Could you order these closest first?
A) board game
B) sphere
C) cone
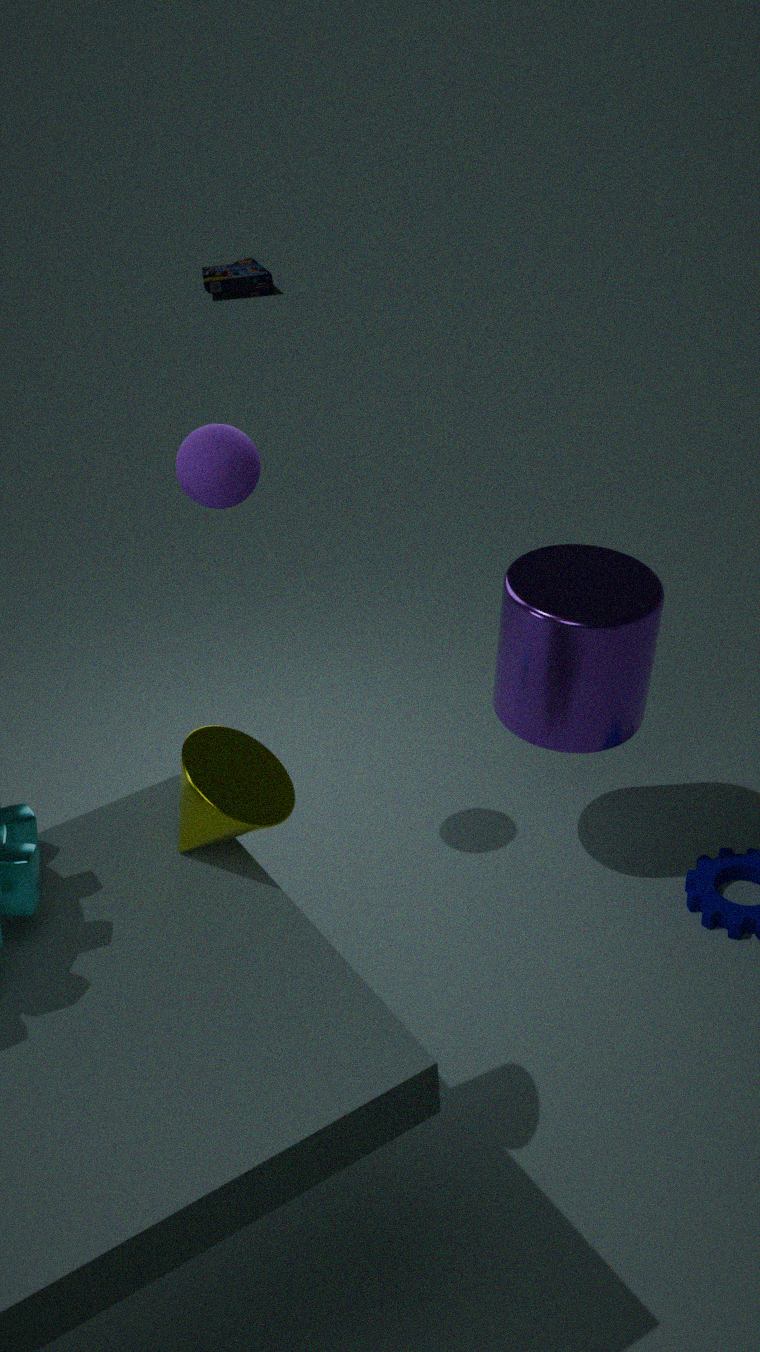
cone → sphere → board game
